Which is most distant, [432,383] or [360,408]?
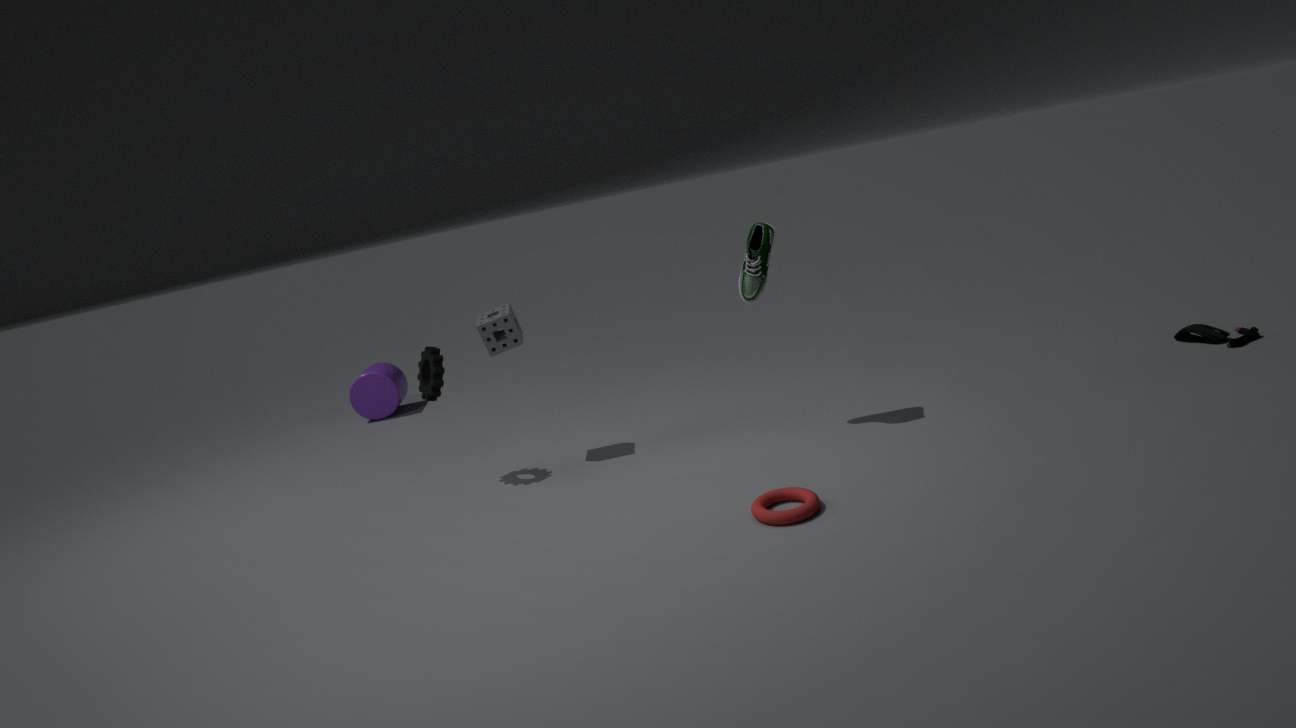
[360,408]
